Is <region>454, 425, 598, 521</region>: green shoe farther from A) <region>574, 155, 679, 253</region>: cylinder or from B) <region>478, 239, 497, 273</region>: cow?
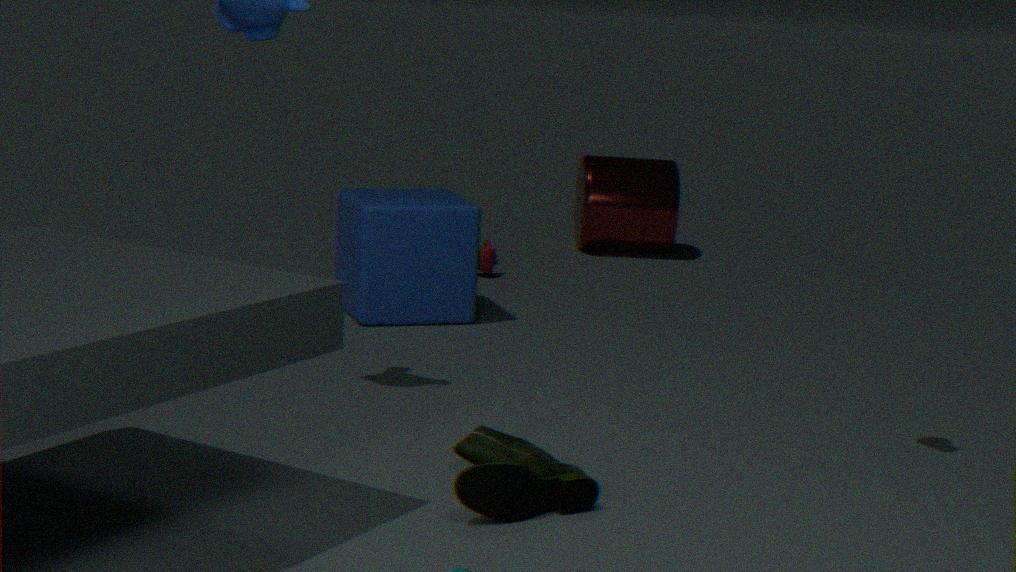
A) <region>574, 155, 679, 253</region>: cylinder
